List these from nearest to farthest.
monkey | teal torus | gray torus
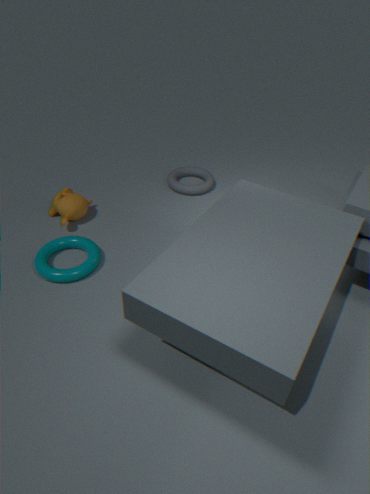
1. teal torus
2. monkey
3. gray torus
